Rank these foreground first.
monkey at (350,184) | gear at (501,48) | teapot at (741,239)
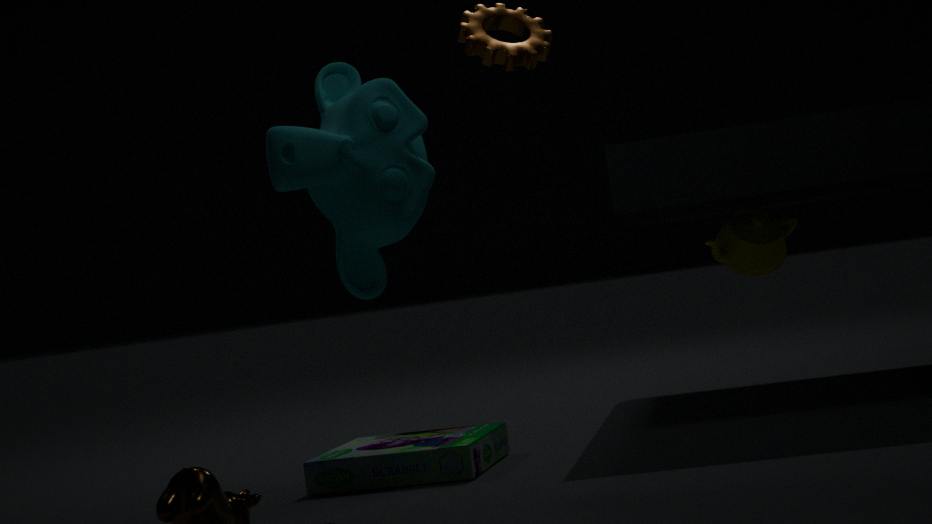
monkey at (350,184), teapot at (741,239), gear at (501,48)
